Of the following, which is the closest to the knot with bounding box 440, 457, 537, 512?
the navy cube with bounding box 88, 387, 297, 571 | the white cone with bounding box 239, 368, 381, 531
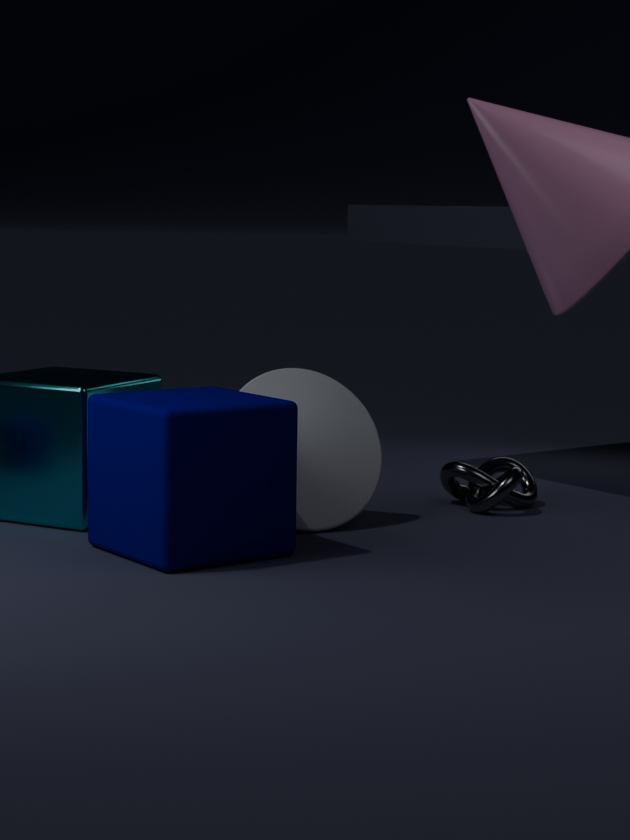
the white cone with bounding box 239, 368, 381, 531
